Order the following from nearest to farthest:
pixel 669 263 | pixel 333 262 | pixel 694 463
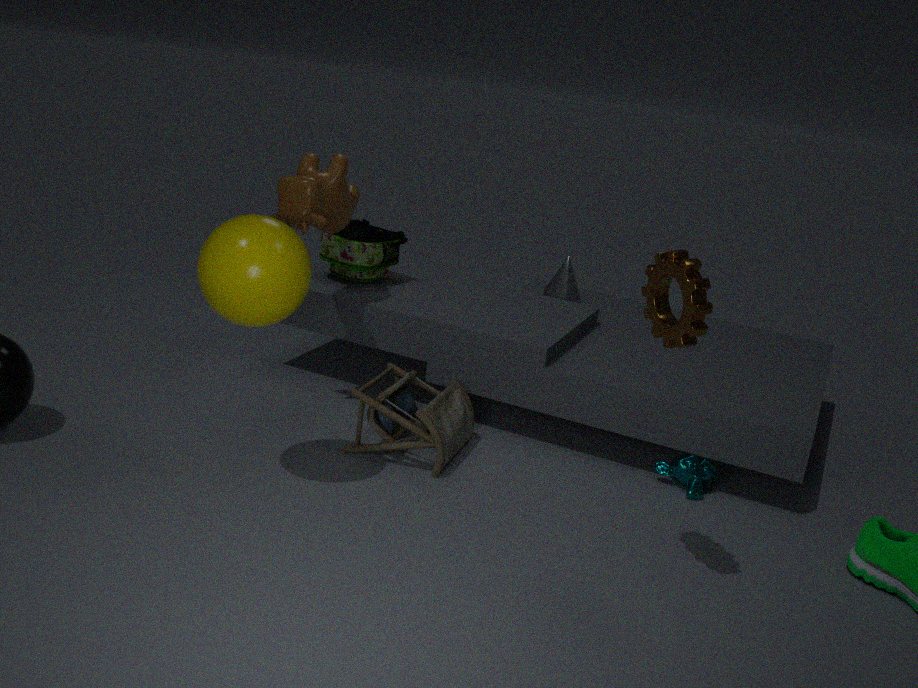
pixel 669 263 < pixel 694 463 < pixel 333 262
